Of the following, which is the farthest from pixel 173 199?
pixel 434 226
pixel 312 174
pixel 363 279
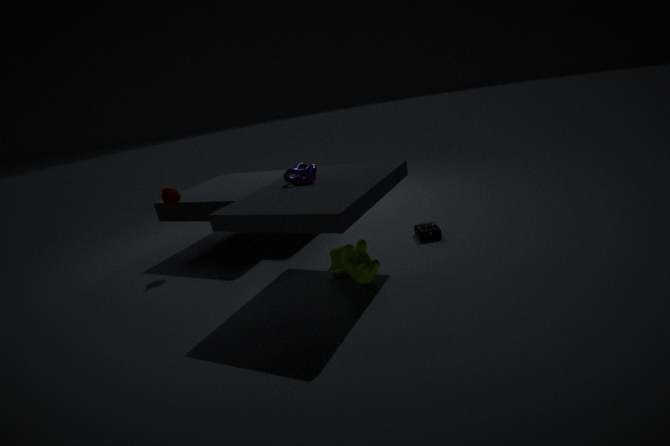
pixel 434 226
